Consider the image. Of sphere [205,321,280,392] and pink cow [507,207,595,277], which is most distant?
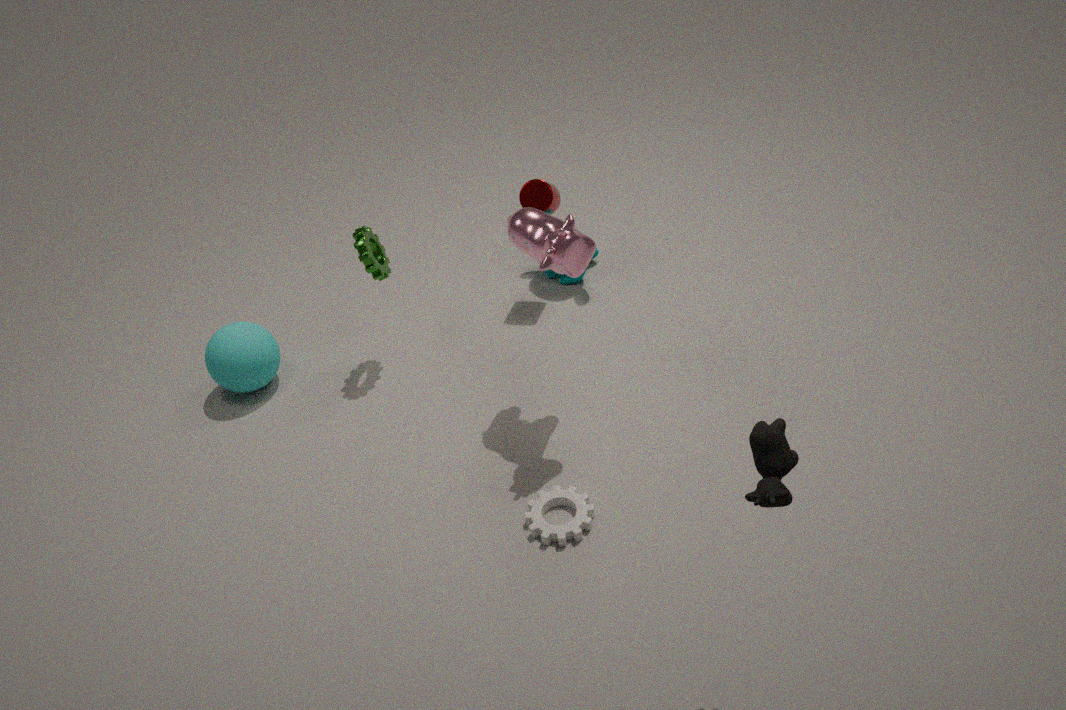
sphere [205,321,280,392]
